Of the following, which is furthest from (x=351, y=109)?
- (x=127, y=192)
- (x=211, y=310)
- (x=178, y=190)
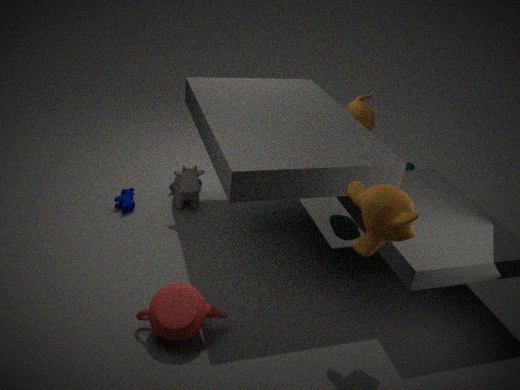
(x=211, y=310)
